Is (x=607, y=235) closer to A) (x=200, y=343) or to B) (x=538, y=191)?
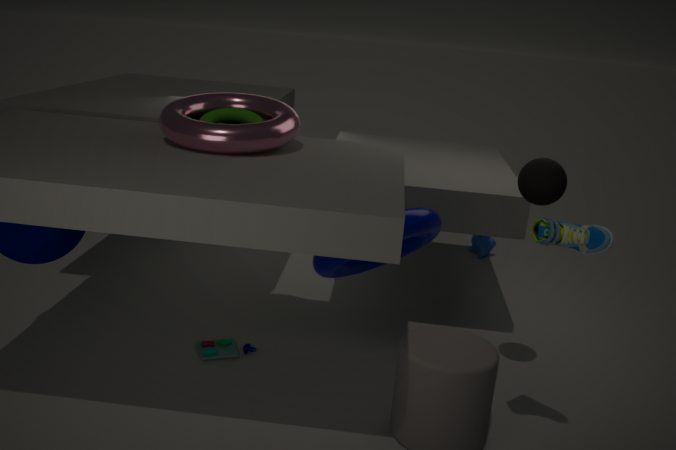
B) (x=538, y=191)
